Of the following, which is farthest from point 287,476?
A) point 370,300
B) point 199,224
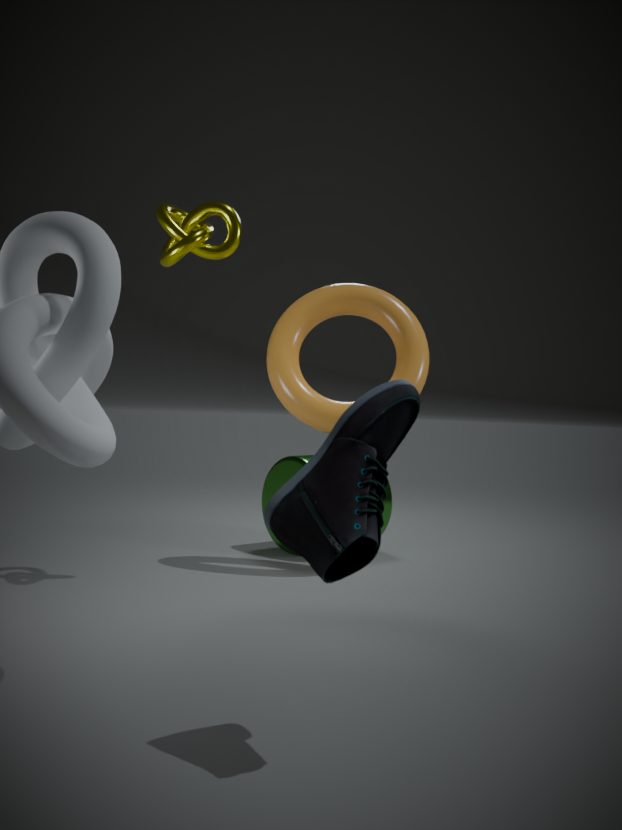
point 199,224
